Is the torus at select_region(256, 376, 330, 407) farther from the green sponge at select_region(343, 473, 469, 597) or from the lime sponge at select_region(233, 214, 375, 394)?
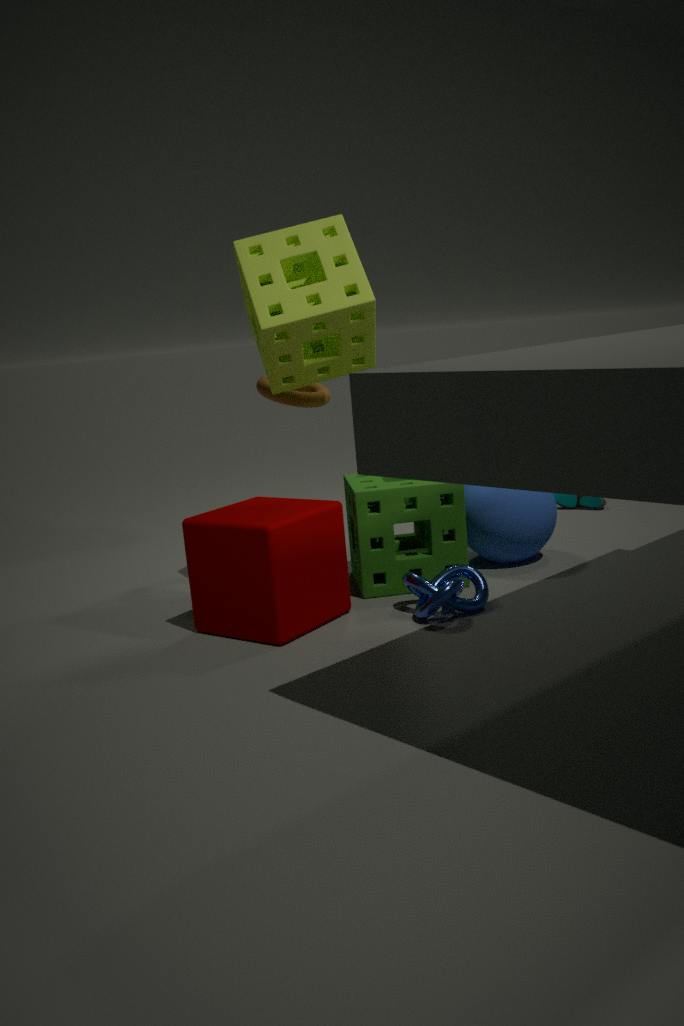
the green sponge at select_region(343, 473, 469, 597)
